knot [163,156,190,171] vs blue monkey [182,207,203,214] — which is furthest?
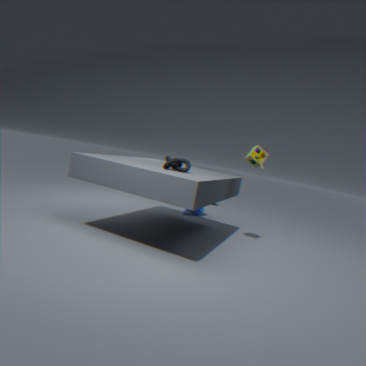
blue monkey [182,207,203,214]
